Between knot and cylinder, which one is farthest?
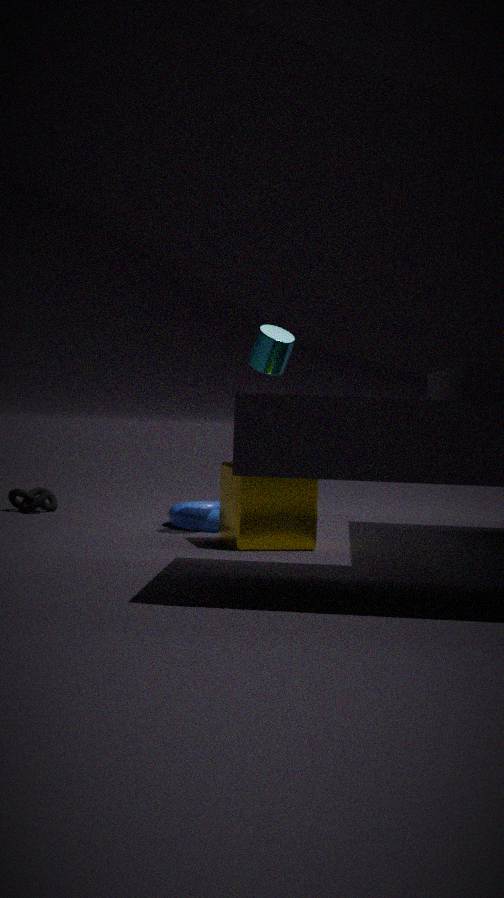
knot
